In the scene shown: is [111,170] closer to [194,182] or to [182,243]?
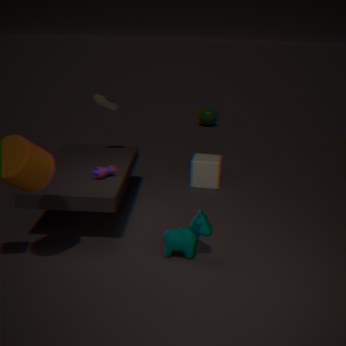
[182,243]
